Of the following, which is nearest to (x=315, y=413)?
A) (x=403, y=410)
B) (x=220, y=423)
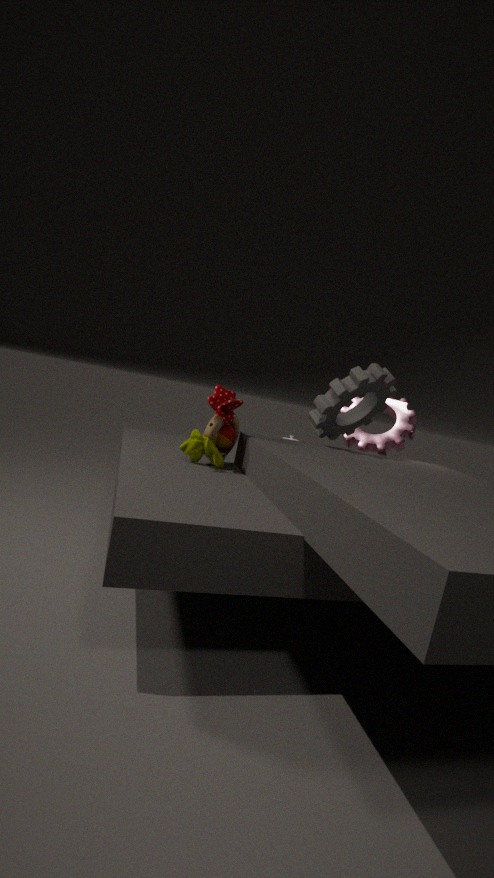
(x=403, y=410)
